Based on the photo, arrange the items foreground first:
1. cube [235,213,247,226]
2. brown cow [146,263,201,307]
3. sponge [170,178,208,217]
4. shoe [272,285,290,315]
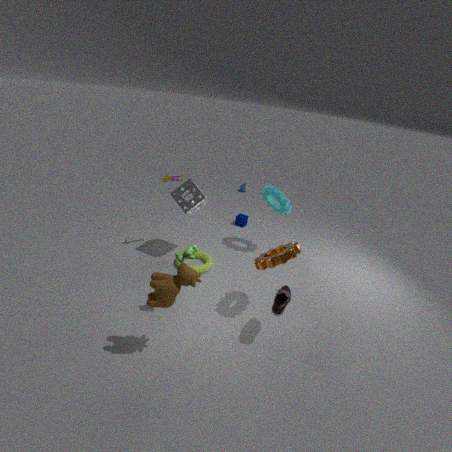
brown cow [146,263,201,307], shoe [272,285,290,315], sponge [170,178,208,217], cube [235,213,247,226]
